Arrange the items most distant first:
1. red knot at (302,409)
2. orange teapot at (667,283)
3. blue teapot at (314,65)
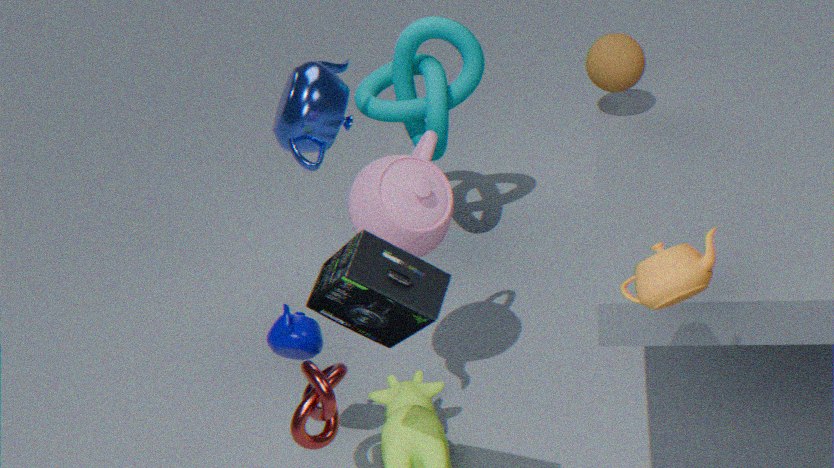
blue teapot at (314,65)
red knot at (302,409)
orange teapot at (667,283)
